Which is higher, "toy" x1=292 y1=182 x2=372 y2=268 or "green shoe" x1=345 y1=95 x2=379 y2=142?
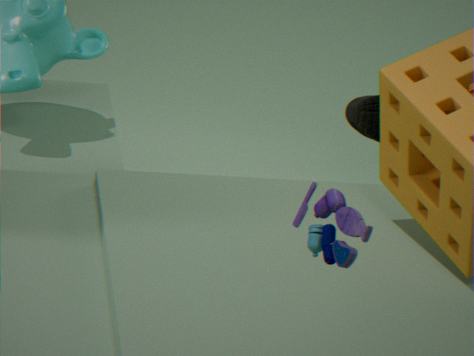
"toy" x1=292 y1=182 x2=372 y2=268
